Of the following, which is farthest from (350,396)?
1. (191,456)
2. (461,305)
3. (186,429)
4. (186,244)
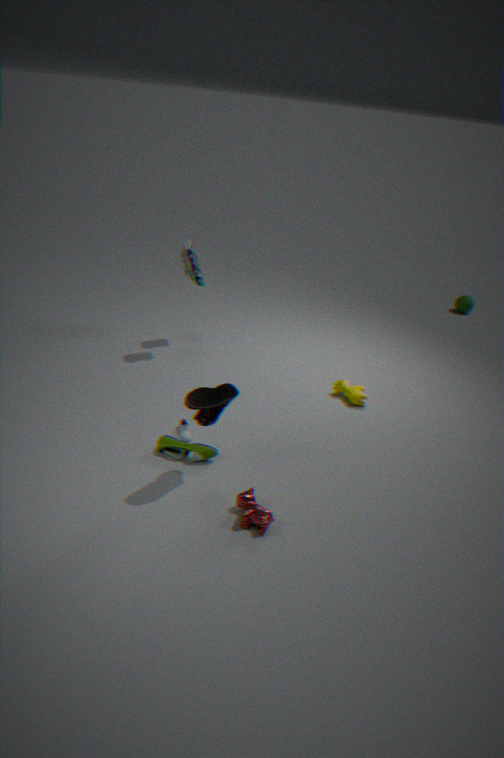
(461,305)
